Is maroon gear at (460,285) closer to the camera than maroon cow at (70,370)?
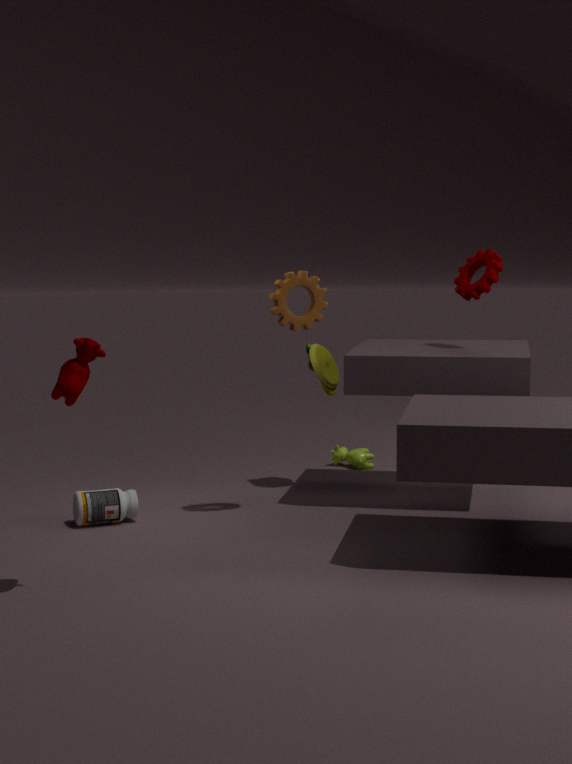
No
